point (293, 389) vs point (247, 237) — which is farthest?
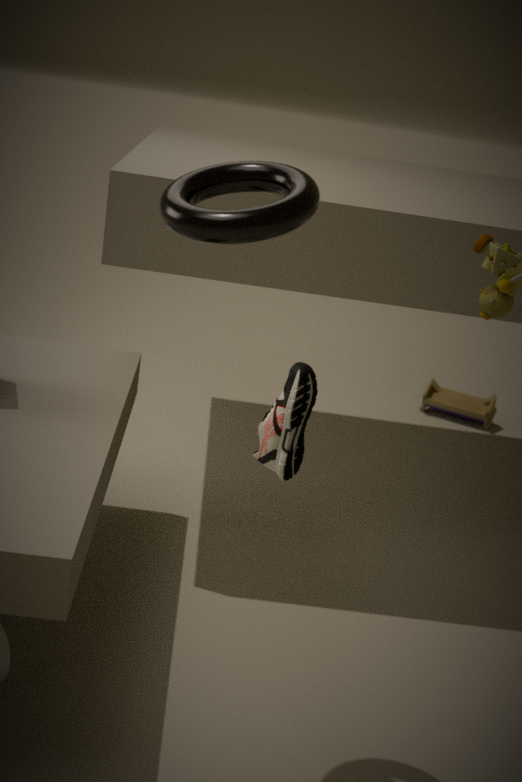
point (293, 389)
